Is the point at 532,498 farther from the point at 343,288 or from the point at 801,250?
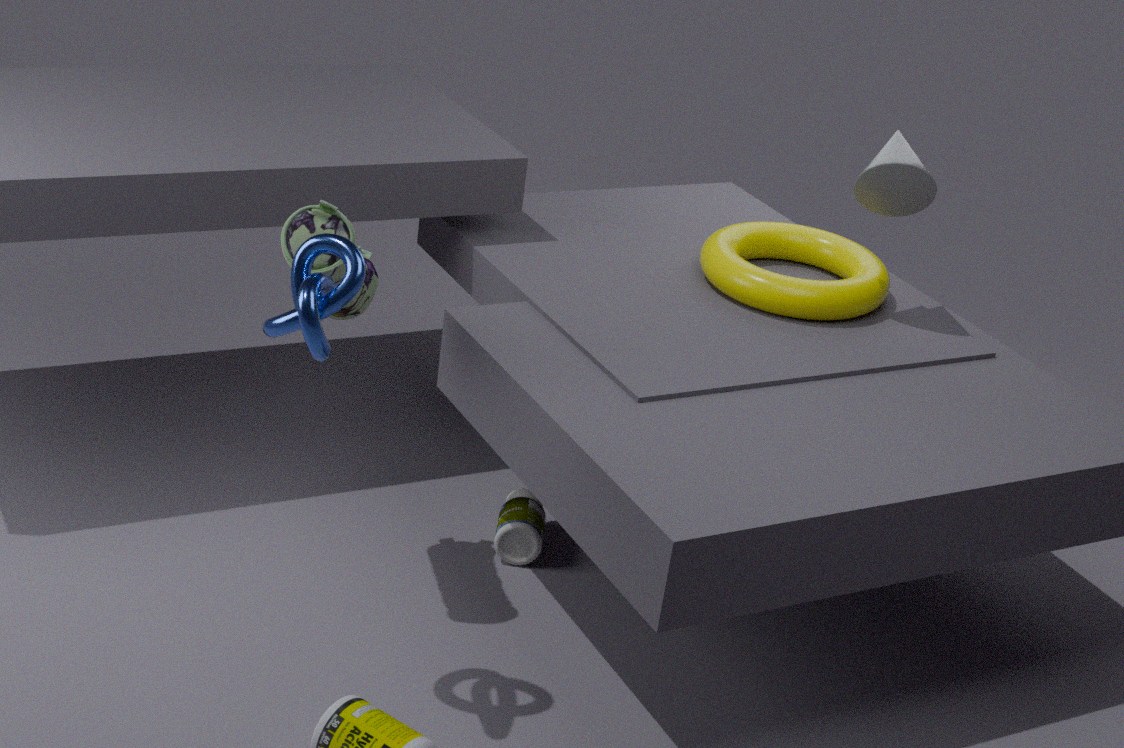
the point at 343,288
